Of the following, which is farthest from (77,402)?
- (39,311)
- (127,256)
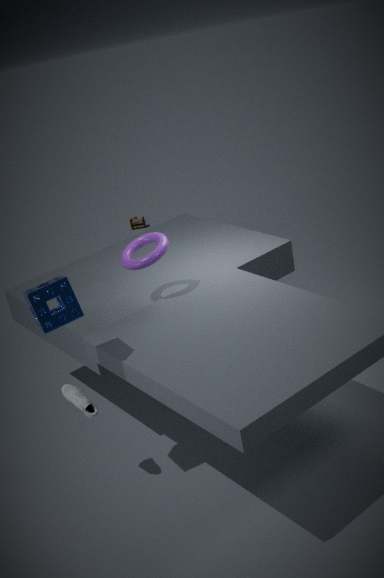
(127,256)
